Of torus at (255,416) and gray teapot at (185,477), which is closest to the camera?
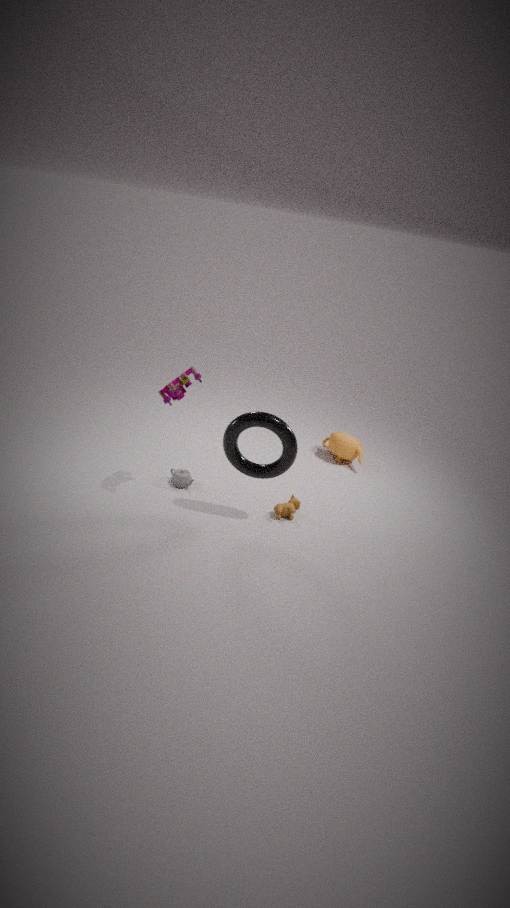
torus at (255,416)
